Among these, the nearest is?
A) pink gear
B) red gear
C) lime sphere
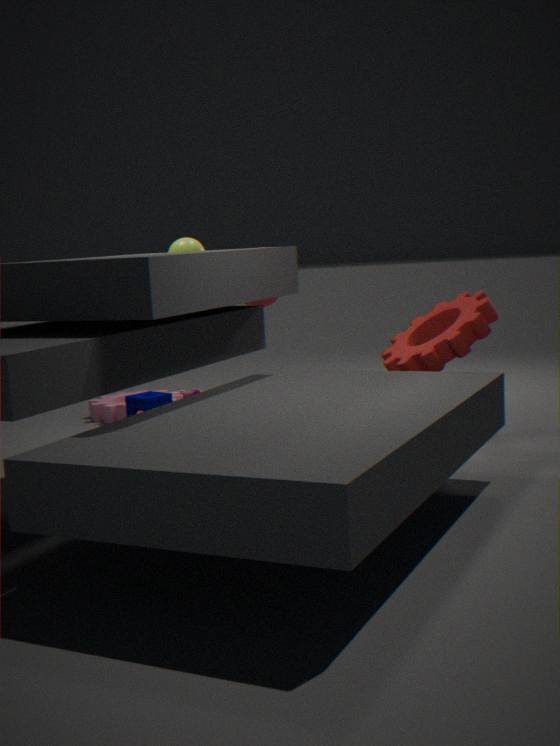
red gear
